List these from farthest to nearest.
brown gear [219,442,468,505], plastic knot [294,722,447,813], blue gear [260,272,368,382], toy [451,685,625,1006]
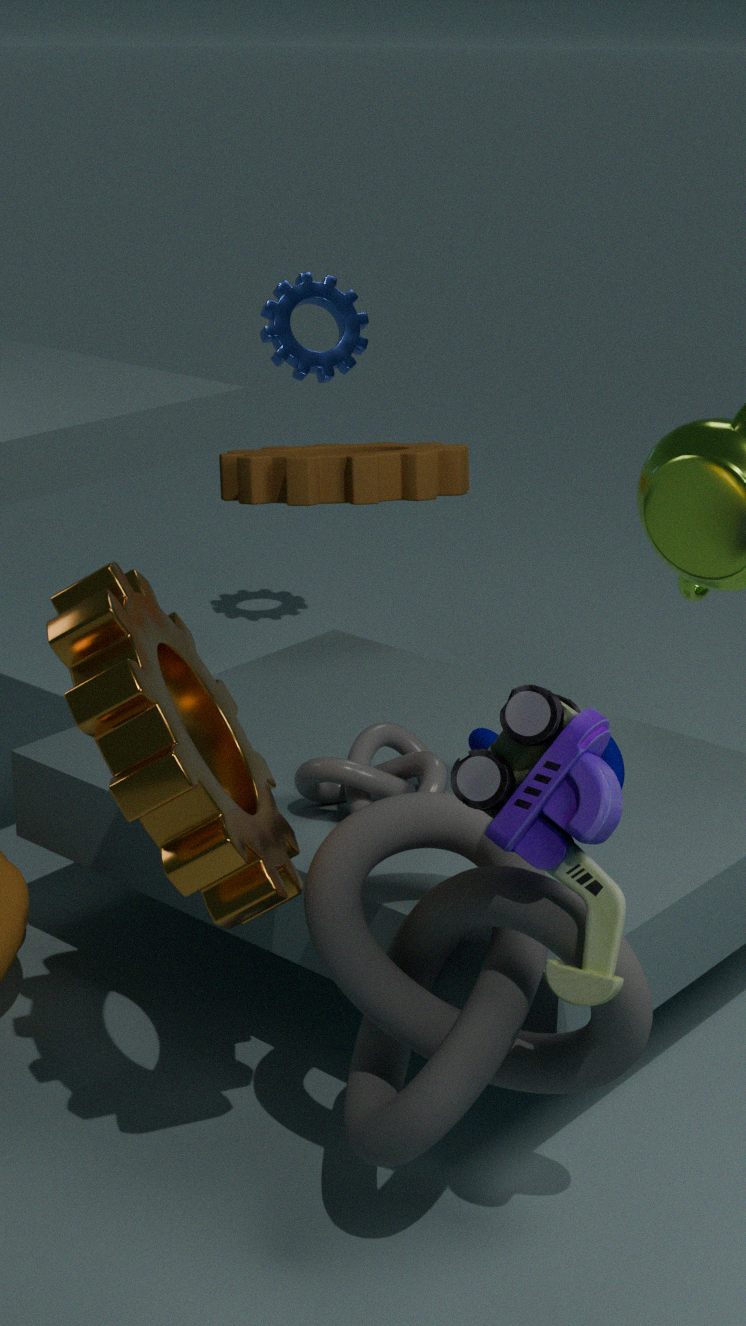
blue gear [260,272,368,382]
brown gear [219,442,468,505]
plastic knot [294,722,447,813]
toy [451,685,625,1006]
